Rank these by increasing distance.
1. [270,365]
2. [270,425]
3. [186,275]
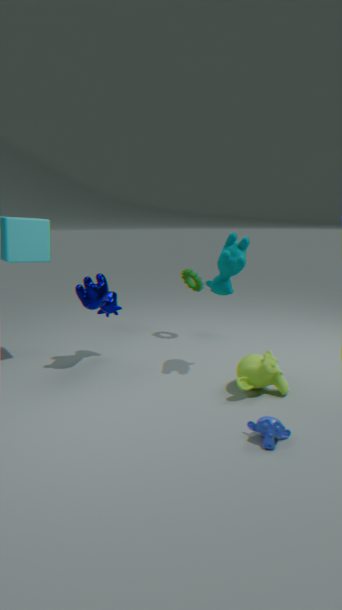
[270,425], [270,365], [186,275]
